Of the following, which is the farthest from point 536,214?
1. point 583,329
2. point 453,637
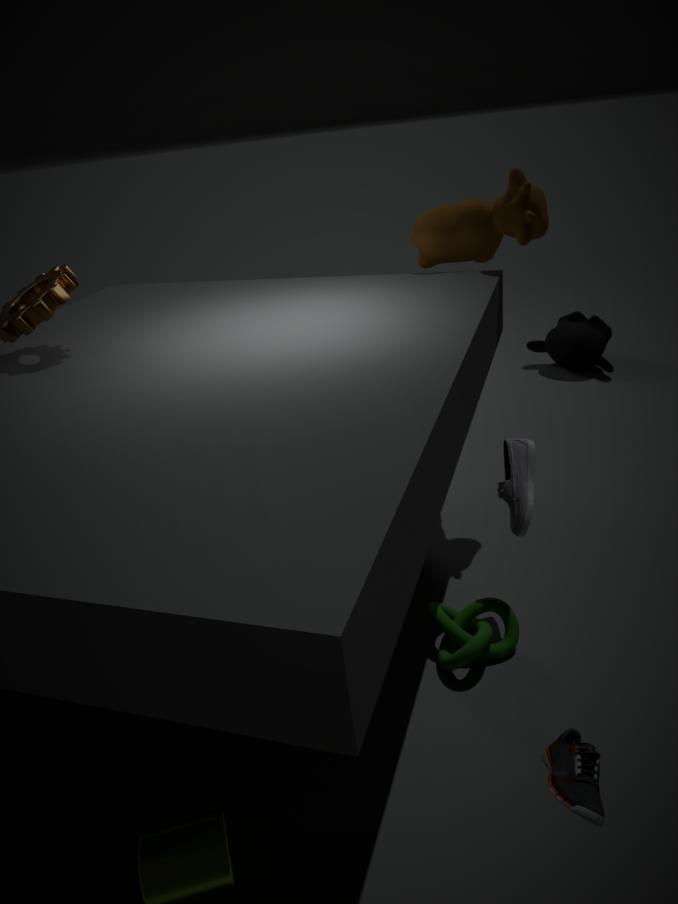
point 583,329
